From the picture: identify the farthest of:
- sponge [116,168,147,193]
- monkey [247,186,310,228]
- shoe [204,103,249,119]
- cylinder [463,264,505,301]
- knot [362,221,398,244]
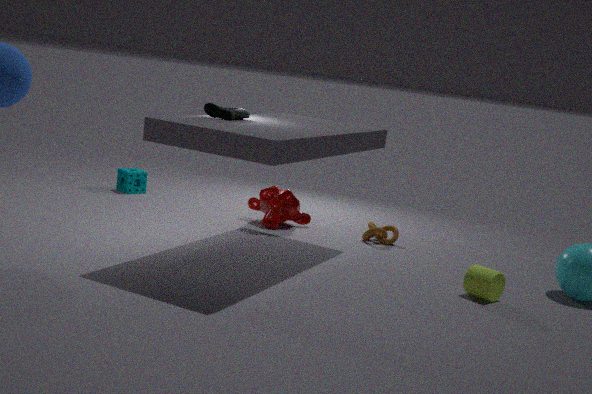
sponge [116,168,147,193]
